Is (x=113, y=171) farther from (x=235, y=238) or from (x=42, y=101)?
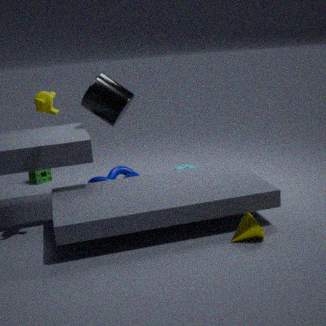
(x=235, y=238)
